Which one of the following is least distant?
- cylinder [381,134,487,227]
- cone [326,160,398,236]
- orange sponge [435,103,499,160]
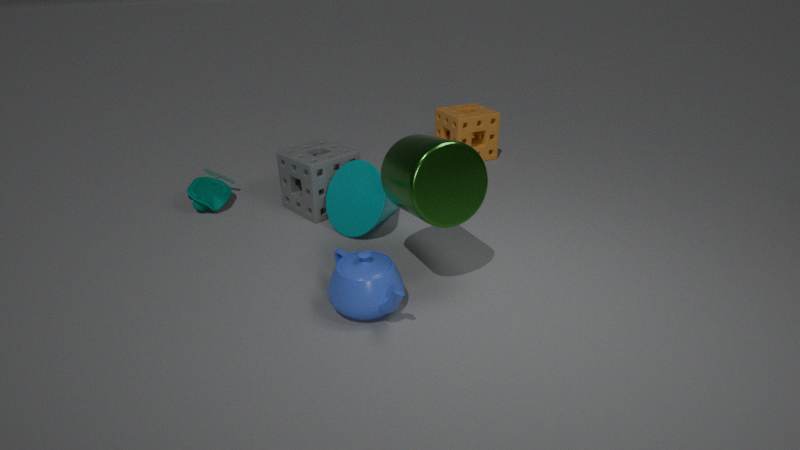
cylinder [381,134,487,227]
